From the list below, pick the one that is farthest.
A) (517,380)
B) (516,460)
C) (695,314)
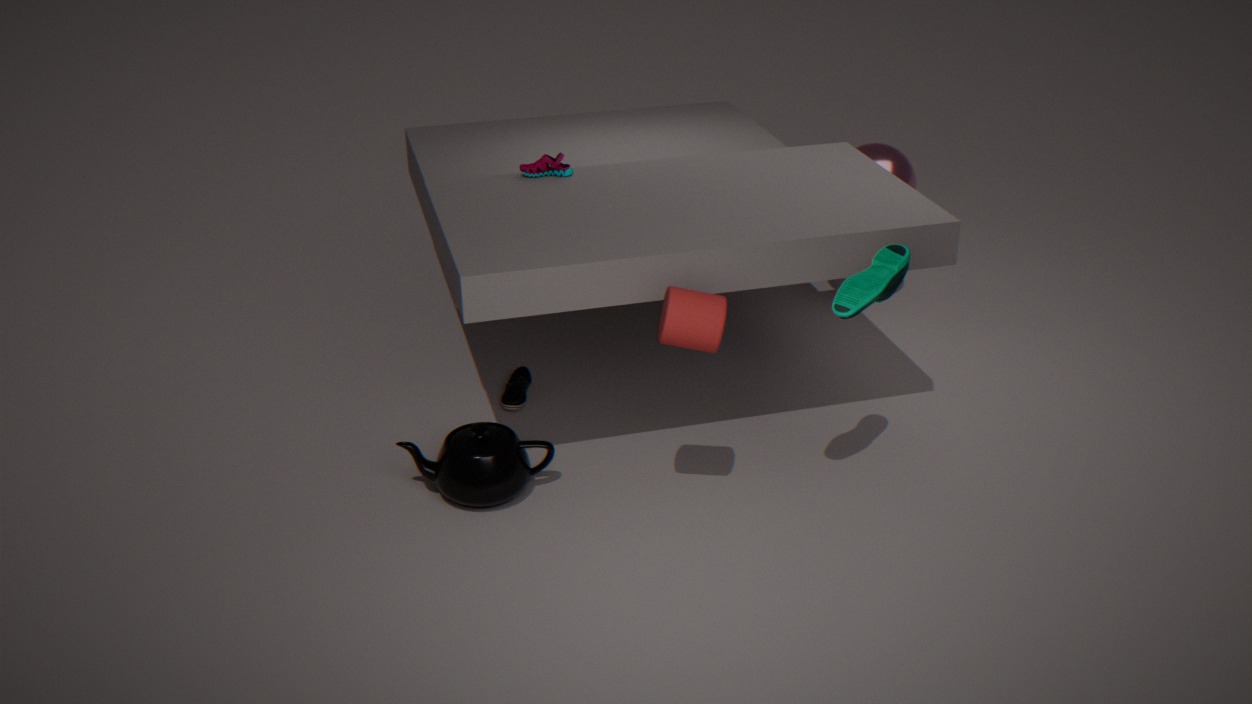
(517,380)
